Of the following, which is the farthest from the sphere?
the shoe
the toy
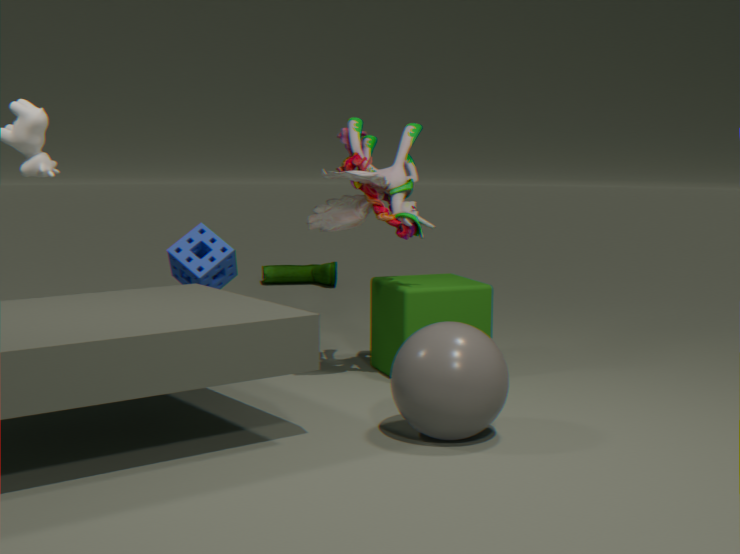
the shoe
